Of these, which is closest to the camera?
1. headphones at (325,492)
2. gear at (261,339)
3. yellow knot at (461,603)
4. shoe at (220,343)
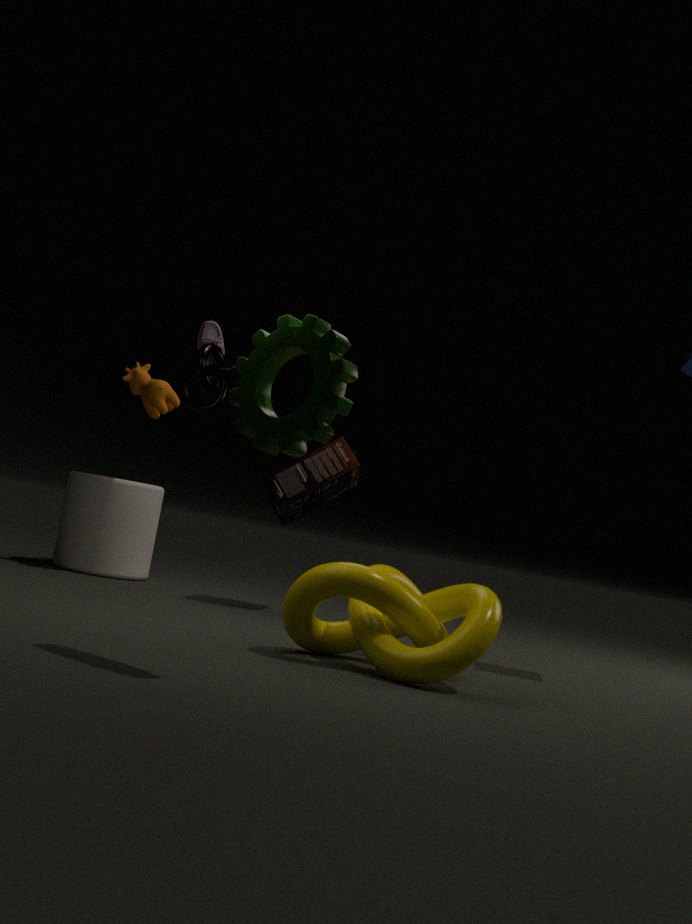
gear at (261,339)
